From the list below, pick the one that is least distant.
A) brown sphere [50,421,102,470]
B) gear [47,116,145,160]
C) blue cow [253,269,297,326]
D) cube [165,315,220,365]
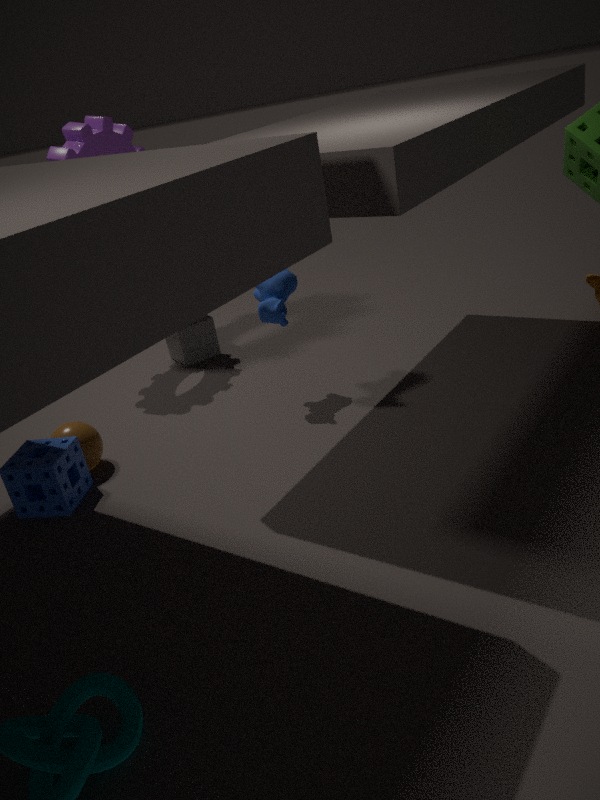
brown sphere [50,421,102,470]
